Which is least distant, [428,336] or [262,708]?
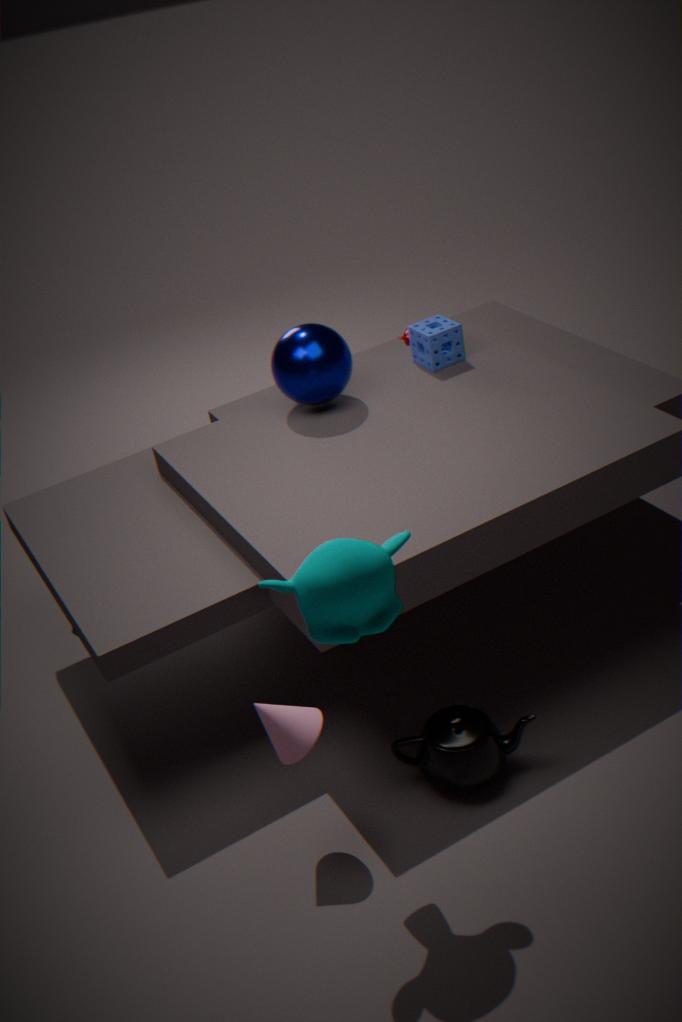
[262,708]
